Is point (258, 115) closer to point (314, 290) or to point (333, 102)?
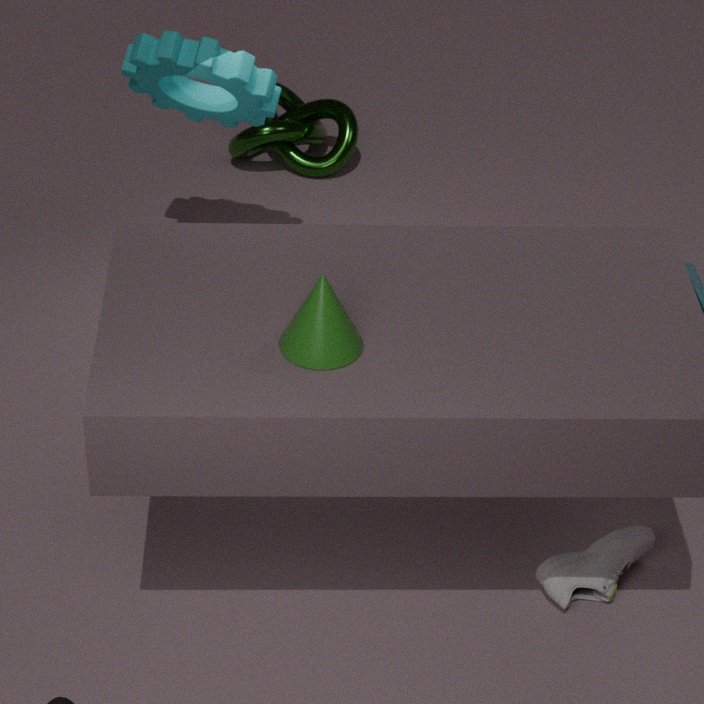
point (333, 102)
